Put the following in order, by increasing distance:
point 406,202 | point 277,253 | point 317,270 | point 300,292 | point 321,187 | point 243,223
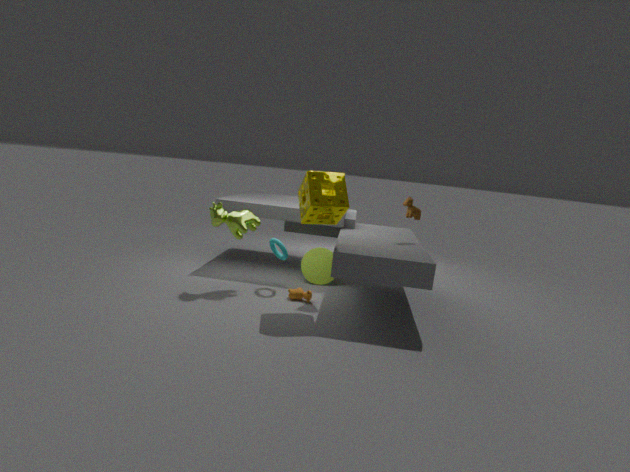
point 321,187
point 300,292
point 243,223
point 406,202
point 277,253
point 317,270
